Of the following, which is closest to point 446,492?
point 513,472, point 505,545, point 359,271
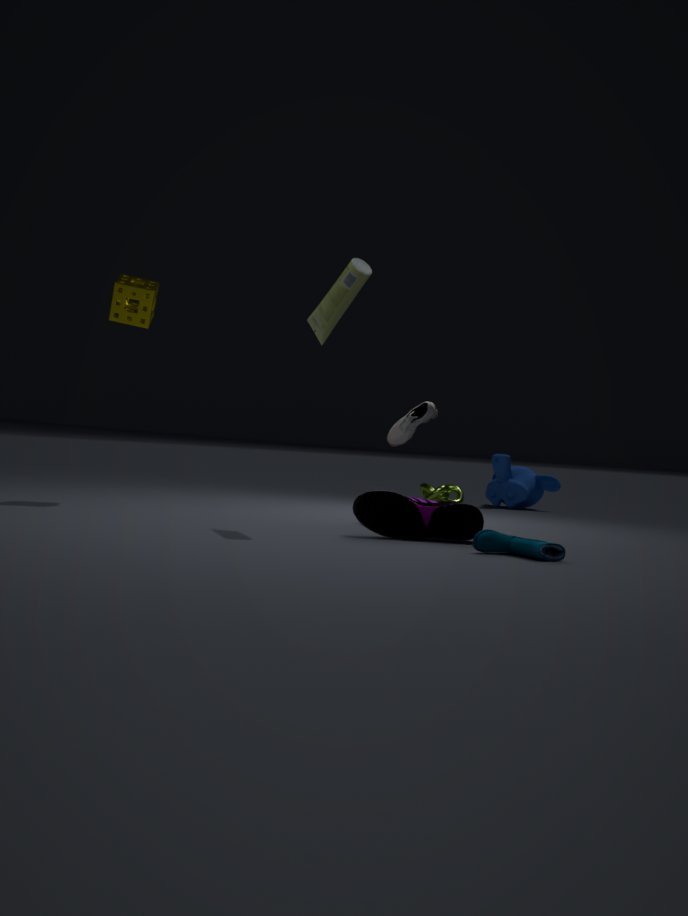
point 513,472
